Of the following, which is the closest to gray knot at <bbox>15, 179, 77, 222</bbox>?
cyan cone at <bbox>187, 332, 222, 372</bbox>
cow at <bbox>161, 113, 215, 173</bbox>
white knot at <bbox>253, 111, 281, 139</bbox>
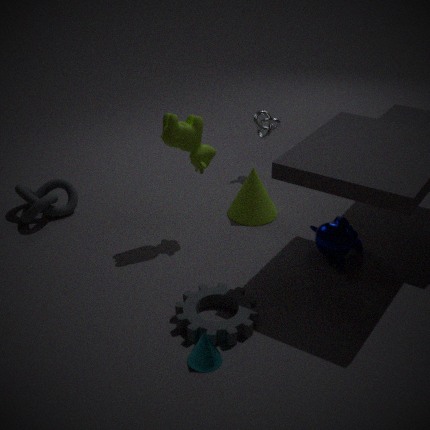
cow at <bbox>161, 113, 215, 173</bbox>
